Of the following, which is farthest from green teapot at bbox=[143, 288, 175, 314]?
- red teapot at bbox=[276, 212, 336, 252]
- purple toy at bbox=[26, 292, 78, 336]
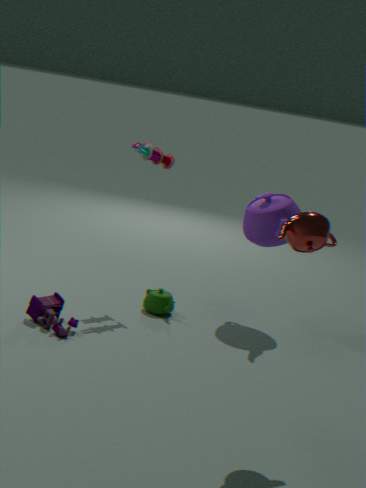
red teapot at bbox=[276, 212, 336, 252]
